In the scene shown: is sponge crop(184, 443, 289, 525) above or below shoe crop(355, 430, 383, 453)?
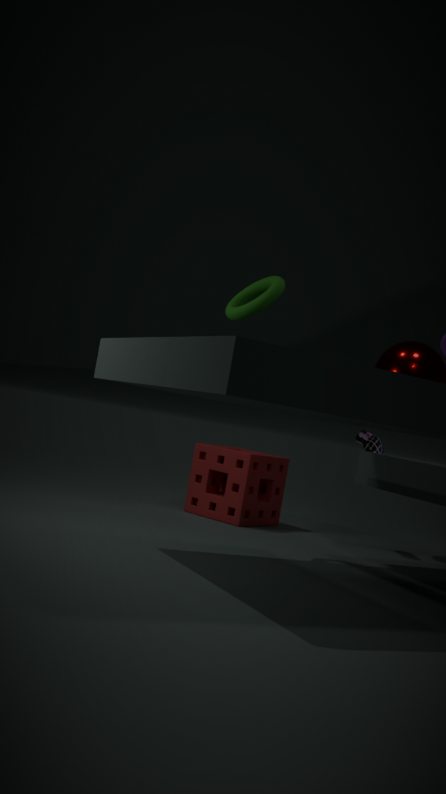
below
